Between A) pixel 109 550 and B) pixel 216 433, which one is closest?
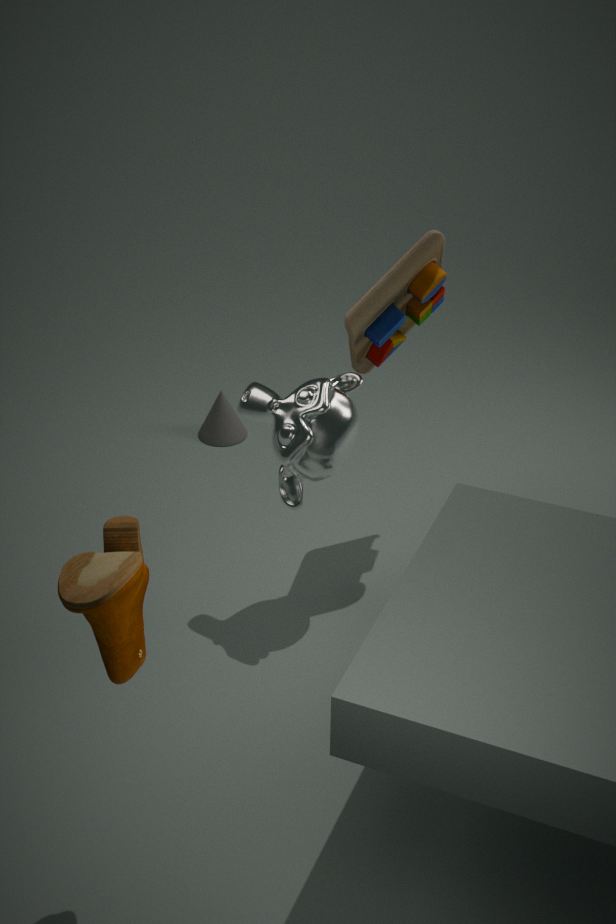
A. pixel 109 550
